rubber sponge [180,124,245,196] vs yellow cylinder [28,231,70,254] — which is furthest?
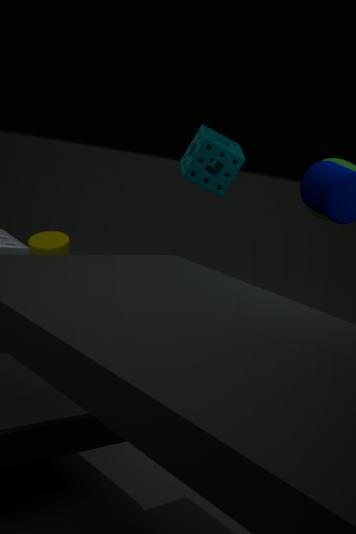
yellow cylinder [28,231,70,254]
